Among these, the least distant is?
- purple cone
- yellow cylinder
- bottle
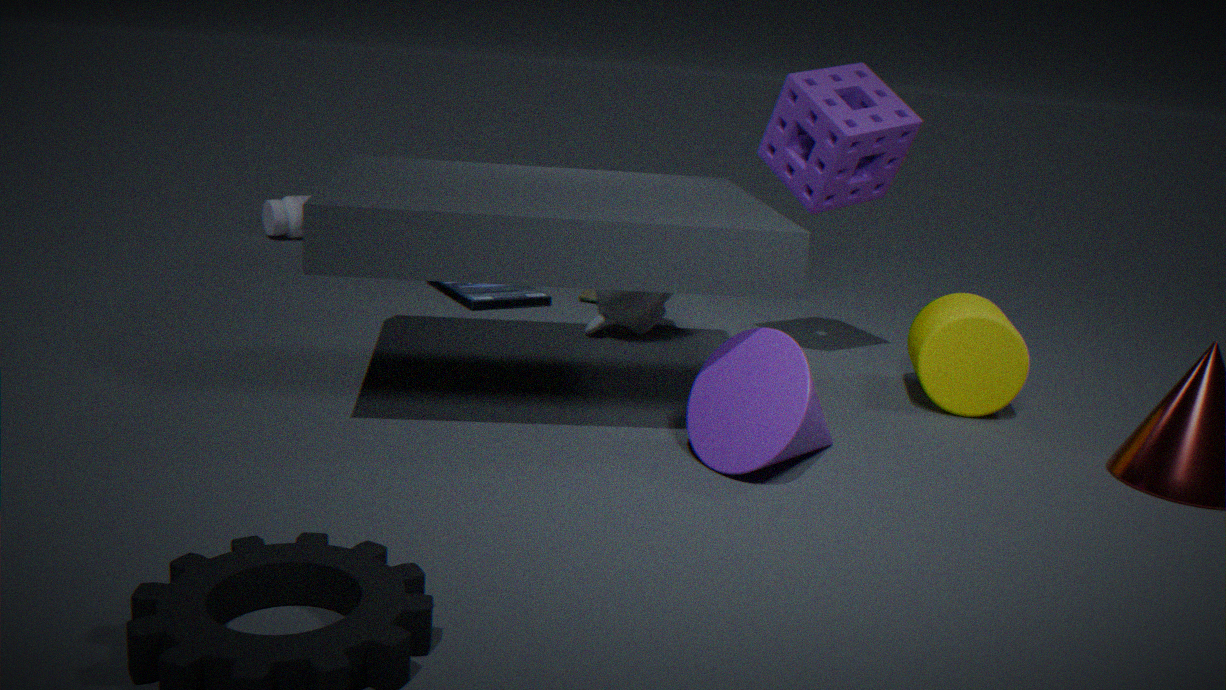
purple cone
